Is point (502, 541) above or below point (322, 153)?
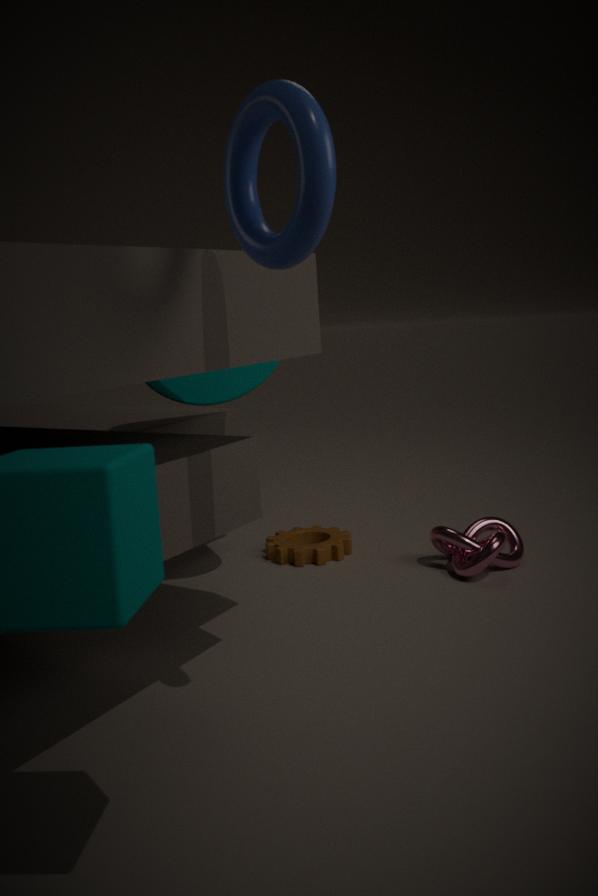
below
